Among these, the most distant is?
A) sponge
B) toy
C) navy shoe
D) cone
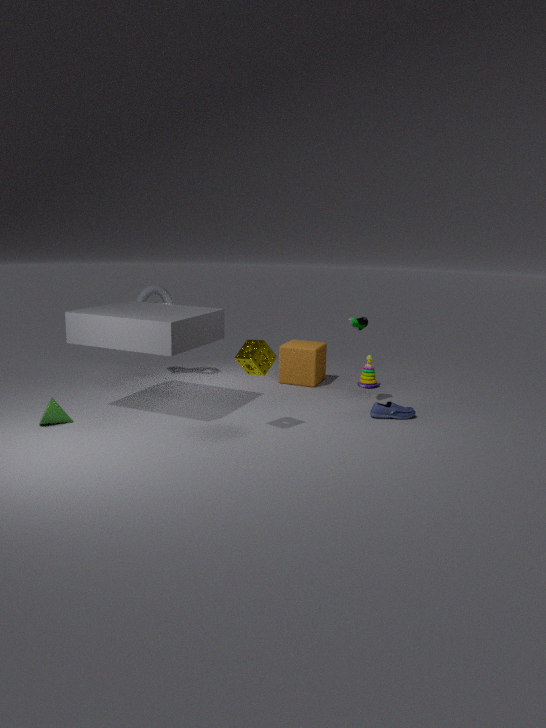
toy
